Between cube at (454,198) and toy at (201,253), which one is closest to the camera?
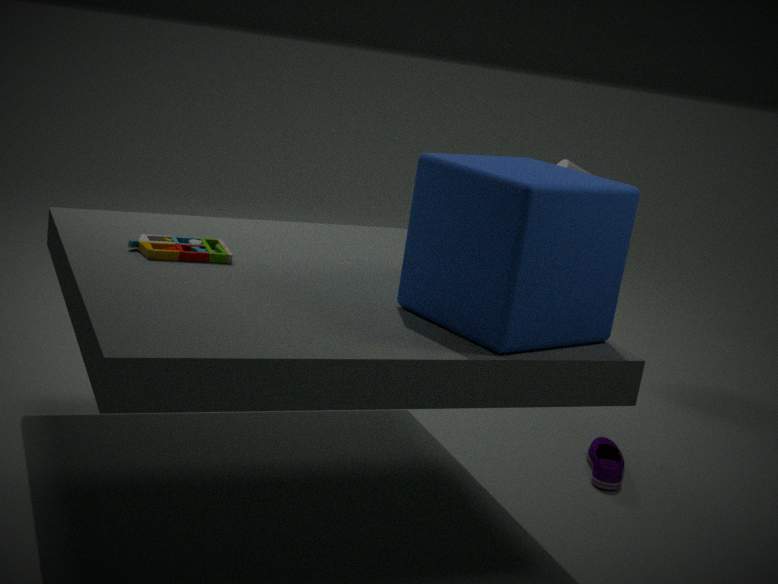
cube at (454,198)
